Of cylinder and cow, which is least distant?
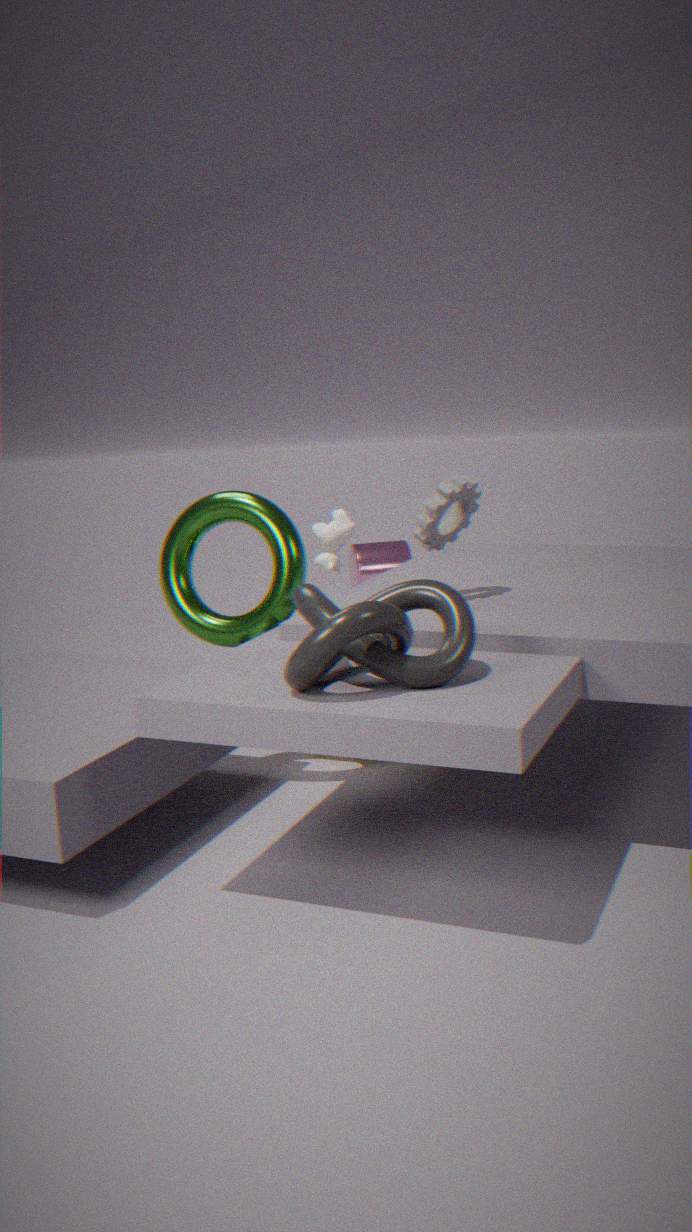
cow
